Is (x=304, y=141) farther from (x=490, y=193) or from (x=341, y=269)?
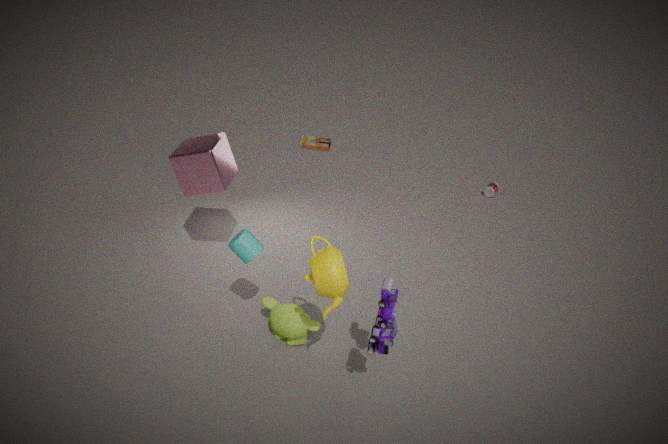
(x=341, y=269)
